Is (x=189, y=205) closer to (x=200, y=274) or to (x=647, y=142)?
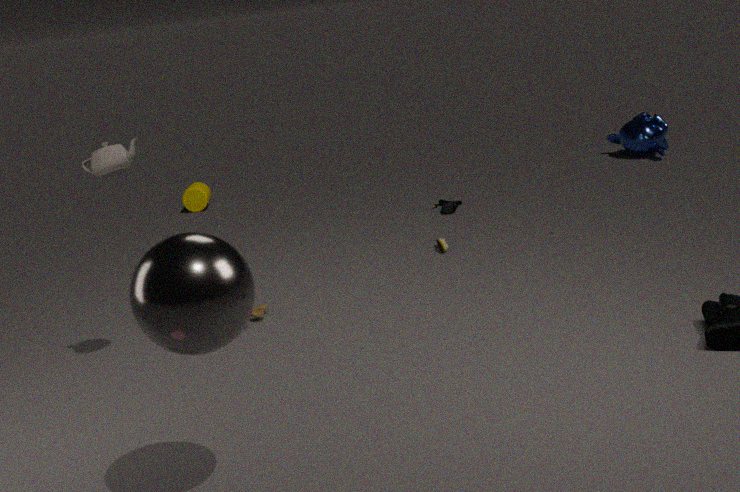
(x=647, y=142)
